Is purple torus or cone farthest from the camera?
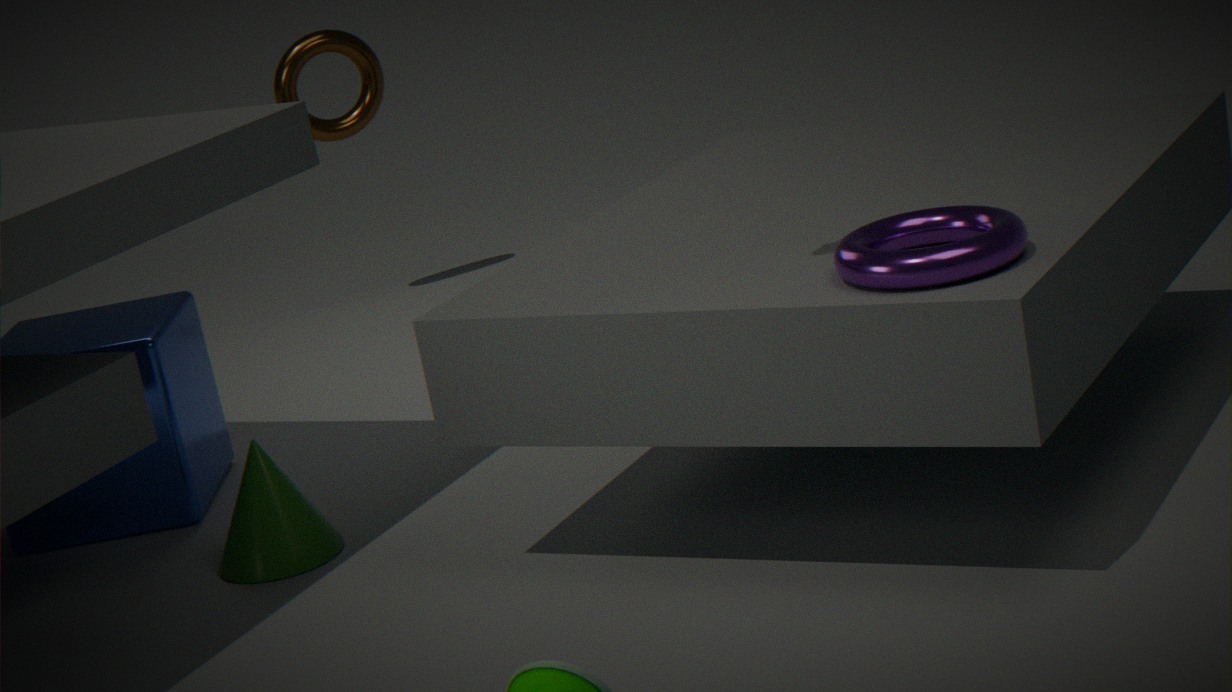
cone
